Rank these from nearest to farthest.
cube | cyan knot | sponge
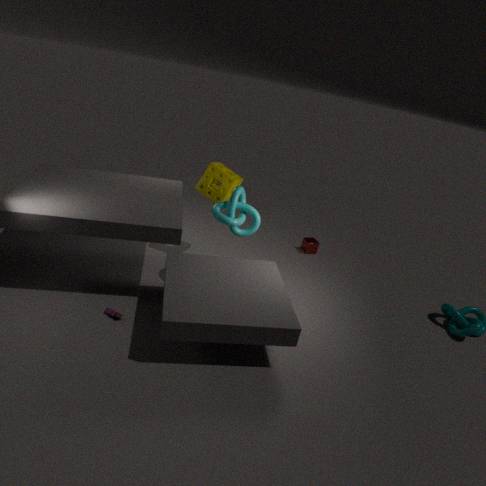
cyan knot
sponge
cube
